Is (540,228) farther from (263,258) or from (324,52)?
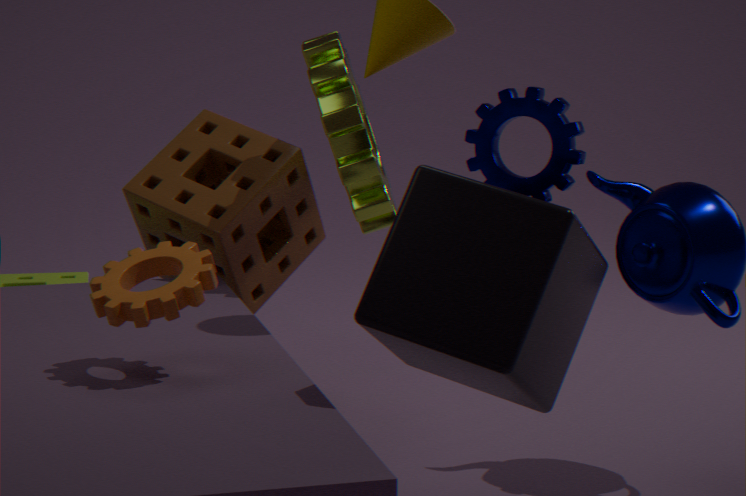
(263,258)
